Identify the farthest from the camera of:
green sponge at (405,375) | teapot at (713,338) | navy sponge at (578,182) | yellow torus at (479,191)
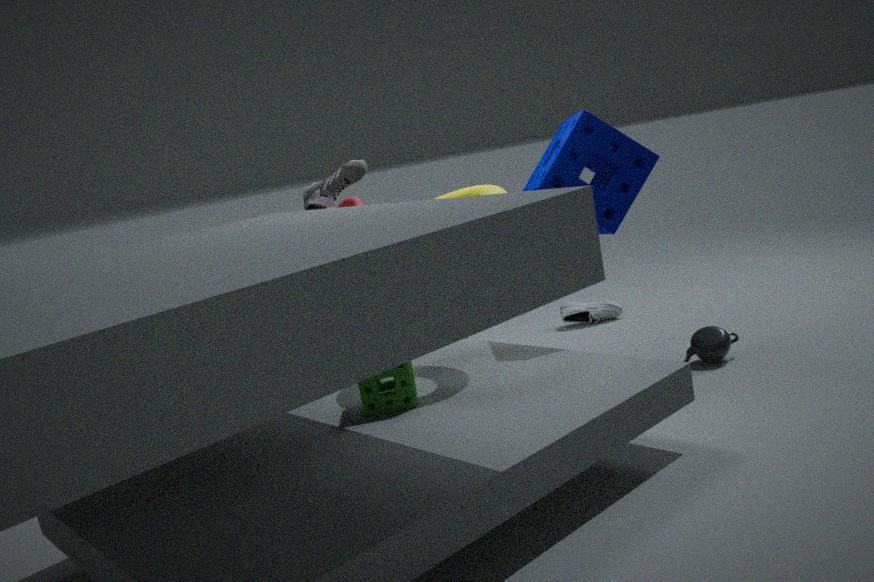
teapot at (713,338)
